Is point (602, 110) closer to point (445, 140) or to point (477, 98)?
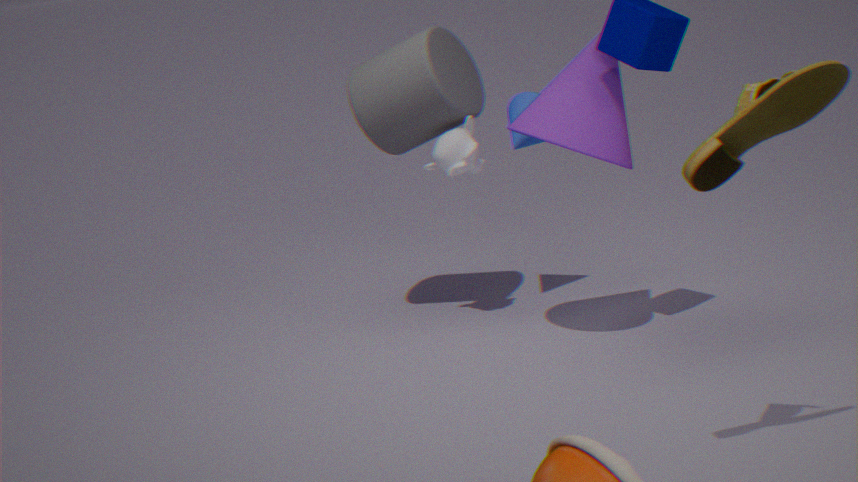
point (445, 140)
